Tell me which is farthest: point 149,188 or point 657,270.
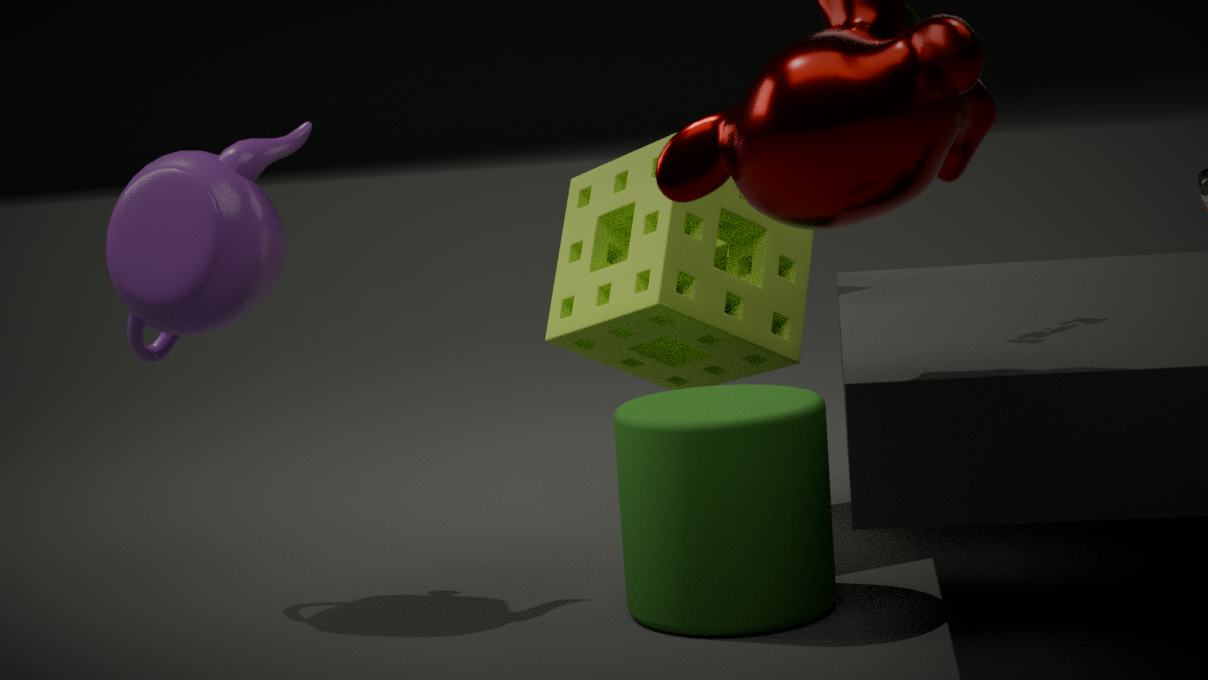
point 657,270
